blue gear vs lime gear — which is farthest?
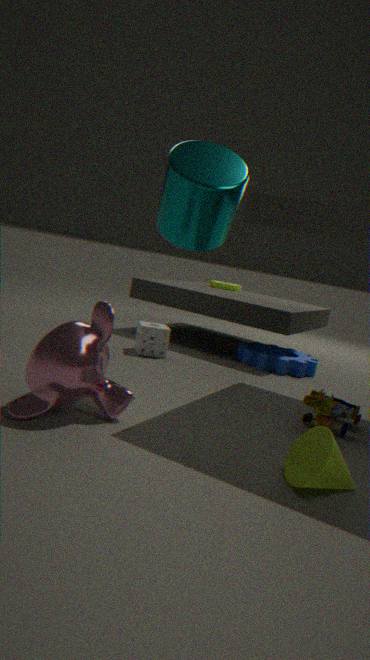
lime gear
